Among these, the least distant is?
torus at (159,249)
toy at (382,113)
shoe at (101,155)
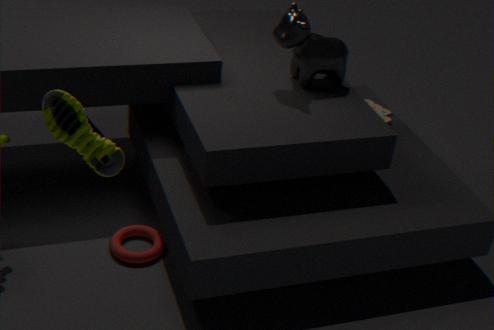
shoe at (101,155)
